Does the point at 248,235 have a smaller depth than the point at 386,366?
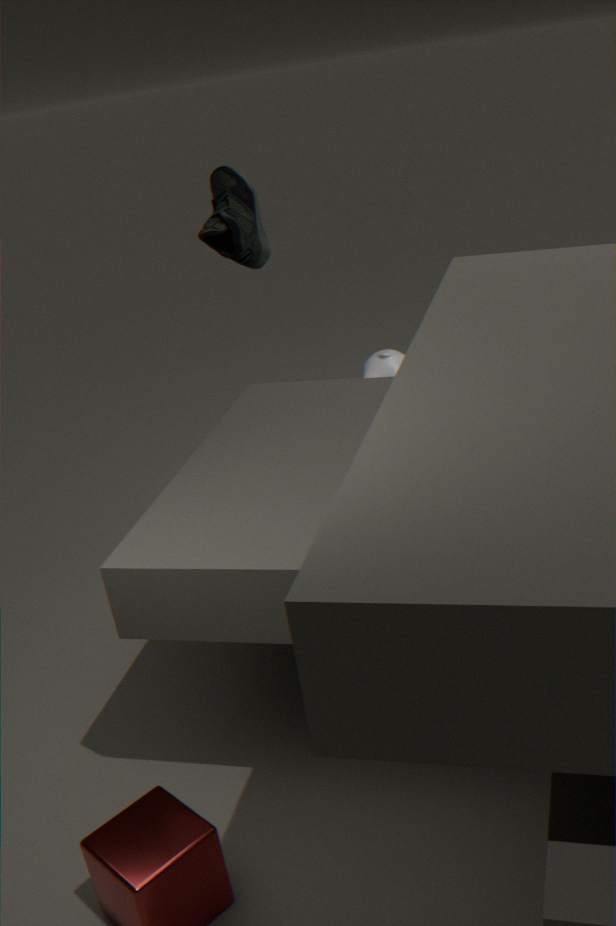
Yes
